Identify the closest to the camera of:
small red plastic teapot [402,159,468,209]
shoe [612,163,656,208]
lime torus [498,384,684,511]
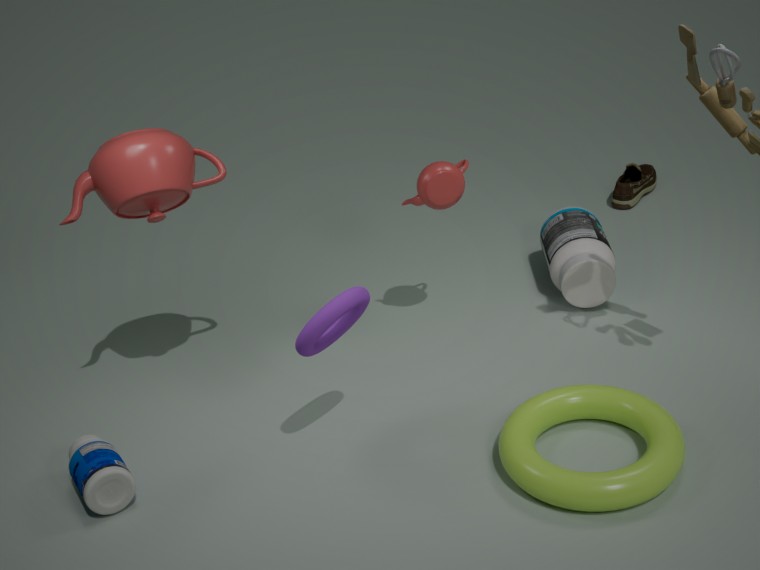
lime torus [498,384,684,511]
